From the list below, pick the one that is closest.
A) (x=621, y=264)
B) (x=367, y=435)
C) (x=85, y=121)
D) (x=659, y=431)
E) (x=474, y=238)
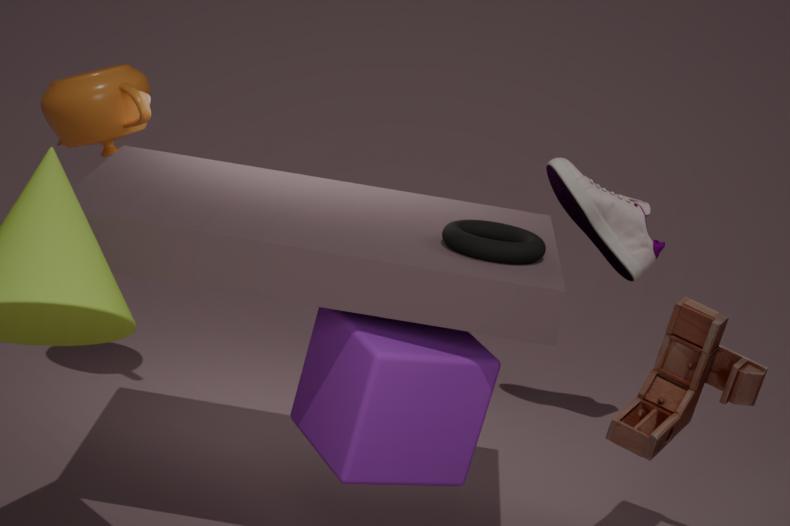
(x=367, y=435)
